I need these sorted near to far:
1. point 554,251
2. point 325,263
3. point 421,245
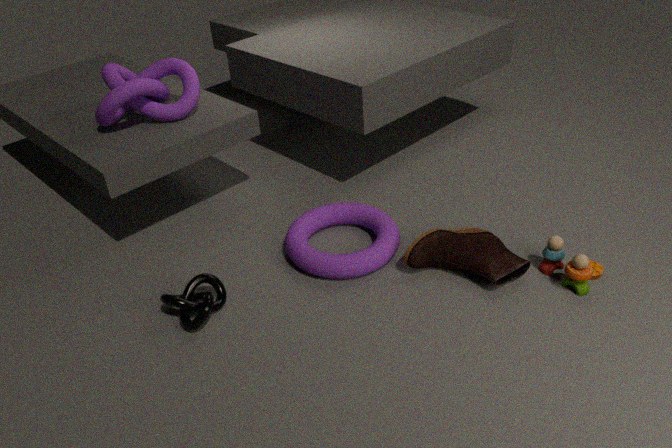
point 554,251, point 421,245, point 325,263
